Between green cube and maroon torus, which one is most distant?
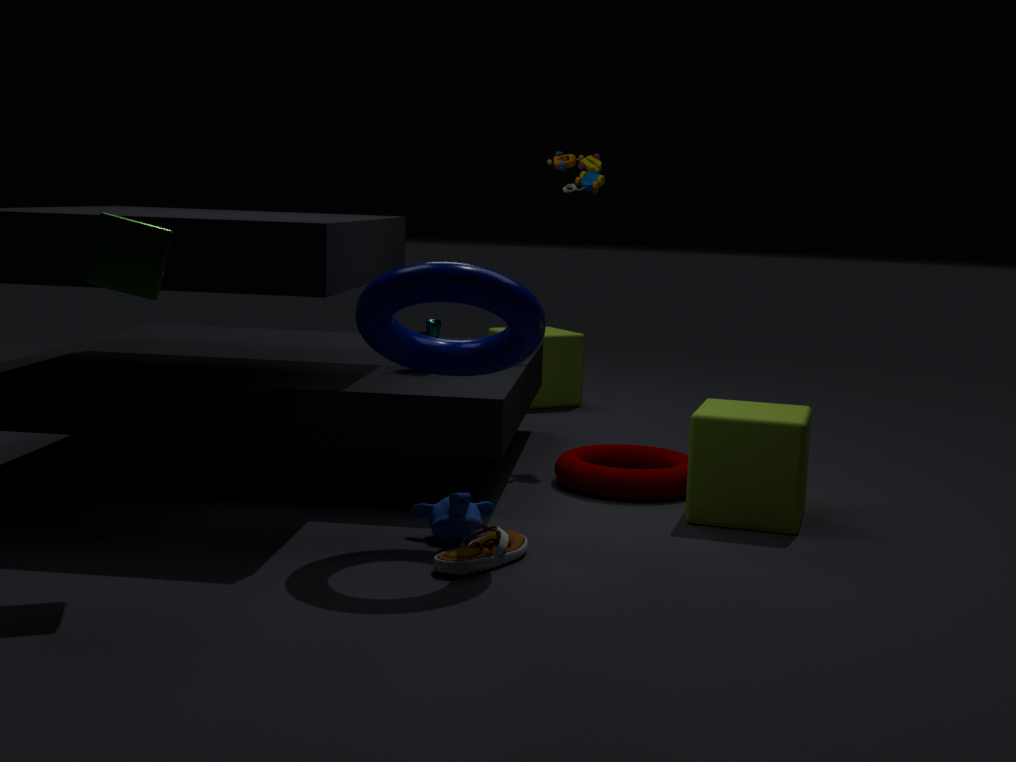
maroon torus
